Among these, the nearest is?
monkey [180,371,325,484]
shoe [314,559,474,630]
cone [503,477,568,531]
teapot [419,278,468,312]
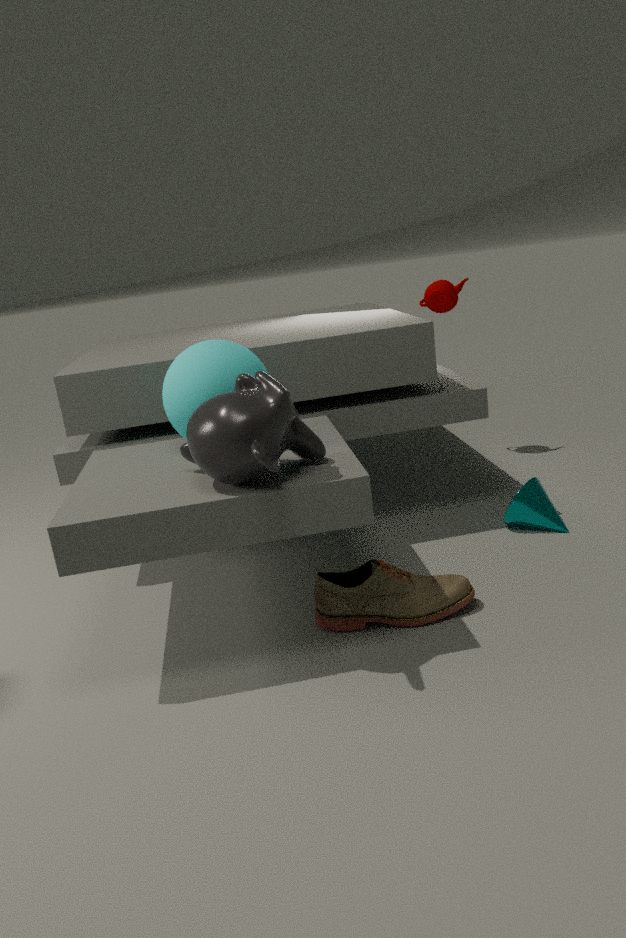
monkey [180,371,325,484]
